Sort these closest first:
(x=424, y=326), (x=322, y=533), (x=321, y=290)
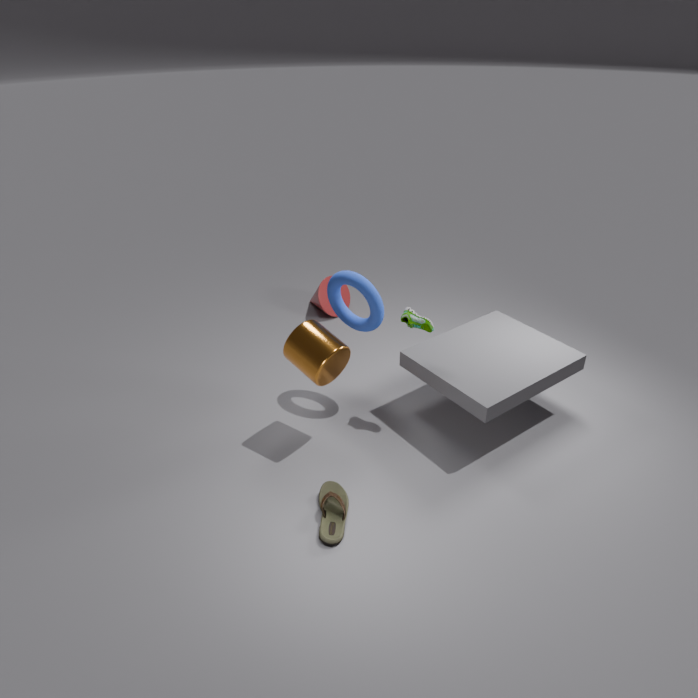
(x=322, y=533) → (x=424, y=326) → (x=321, y=290)
